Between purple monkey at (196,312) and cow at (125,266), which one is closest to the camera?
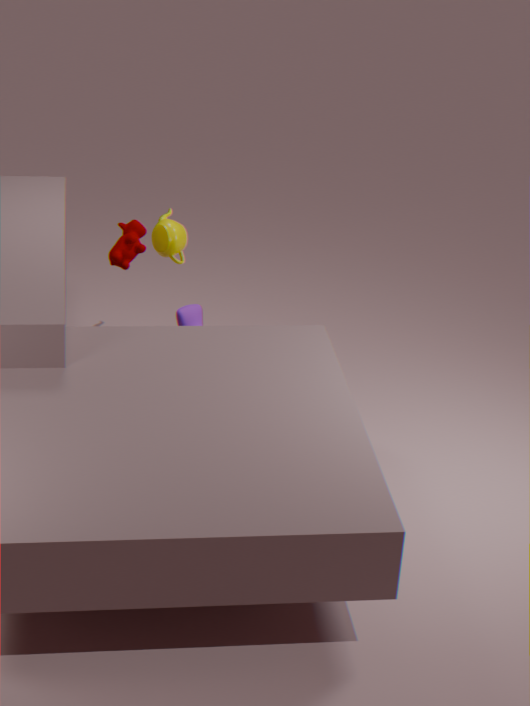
cow at (125,266)
